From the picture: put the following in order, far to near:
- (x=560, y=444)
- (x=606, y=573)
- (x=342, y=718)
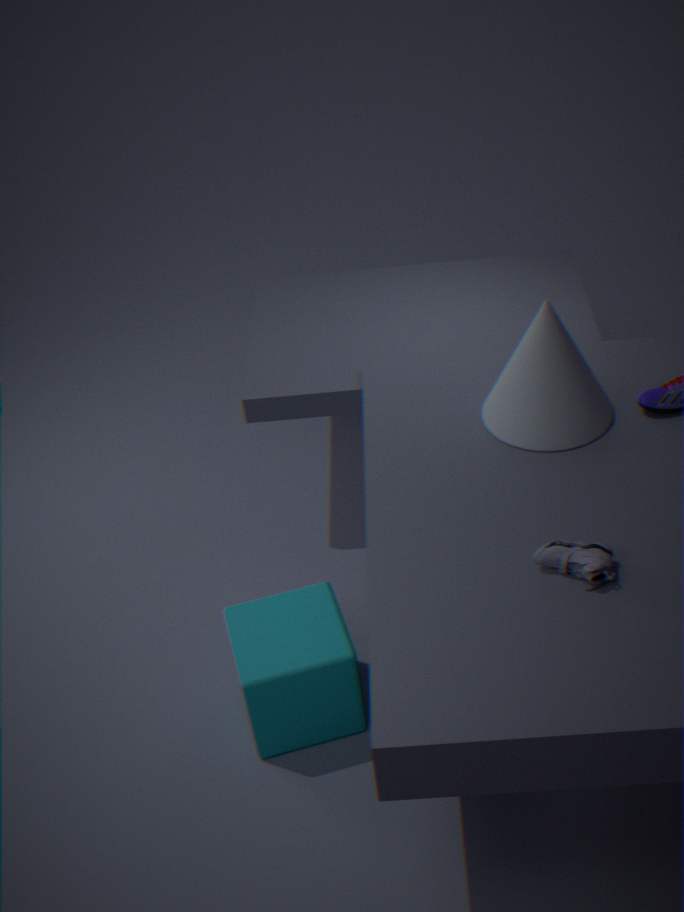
(x=560, y=444) < (x=342, y=718) < (x=606, y=573)
